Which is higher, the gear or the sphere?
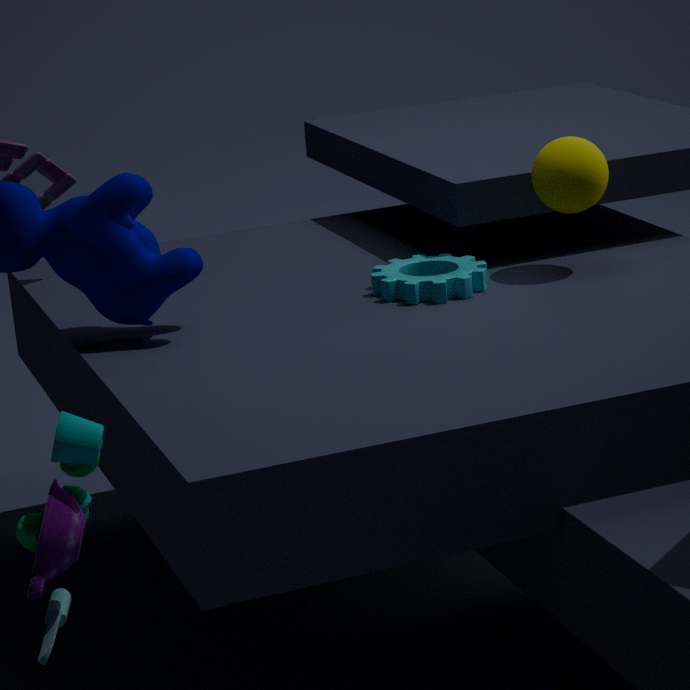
the sphere
